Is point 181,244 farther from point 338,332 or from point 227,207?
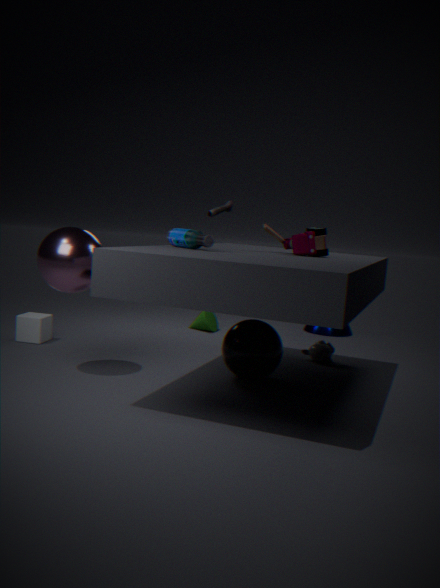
point 338,332
